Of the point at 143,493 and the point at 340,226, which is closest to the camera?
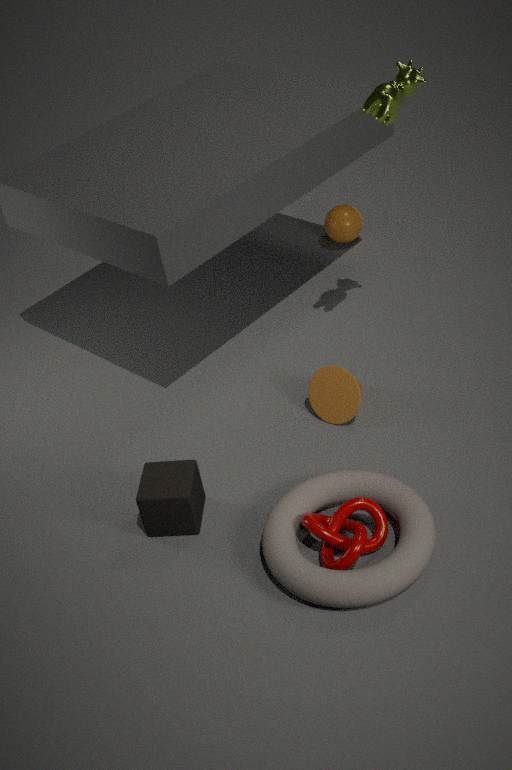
the point at 143,493
